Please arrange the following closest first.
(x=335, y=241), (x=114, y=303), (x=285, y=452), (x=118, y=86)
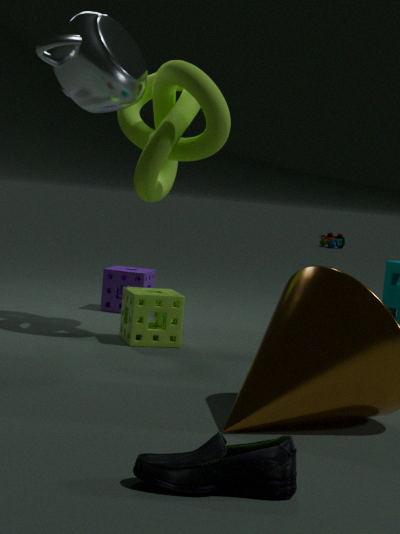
(x=285, y=452)
(x=118, y=86)
(x=114, y=303)
(x=335, y=241)
